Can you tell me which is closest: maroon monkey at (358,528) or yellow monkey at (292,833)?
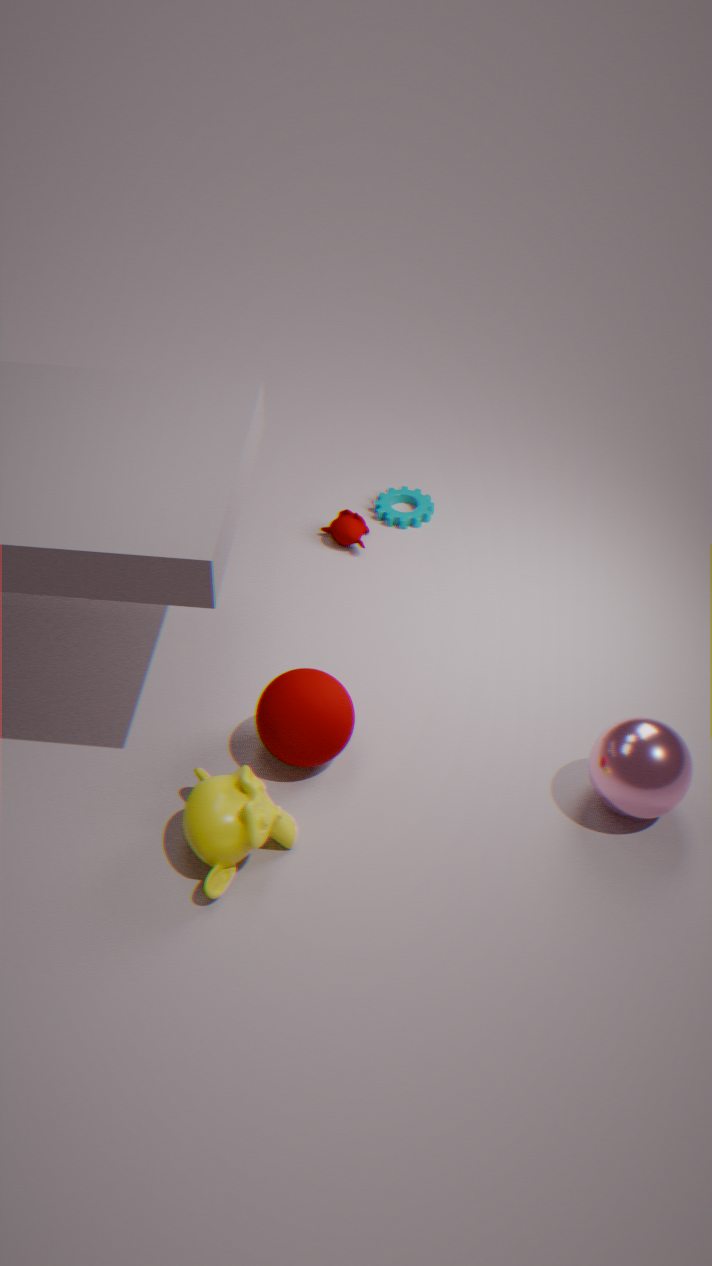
yellow monkey at (292,833)
